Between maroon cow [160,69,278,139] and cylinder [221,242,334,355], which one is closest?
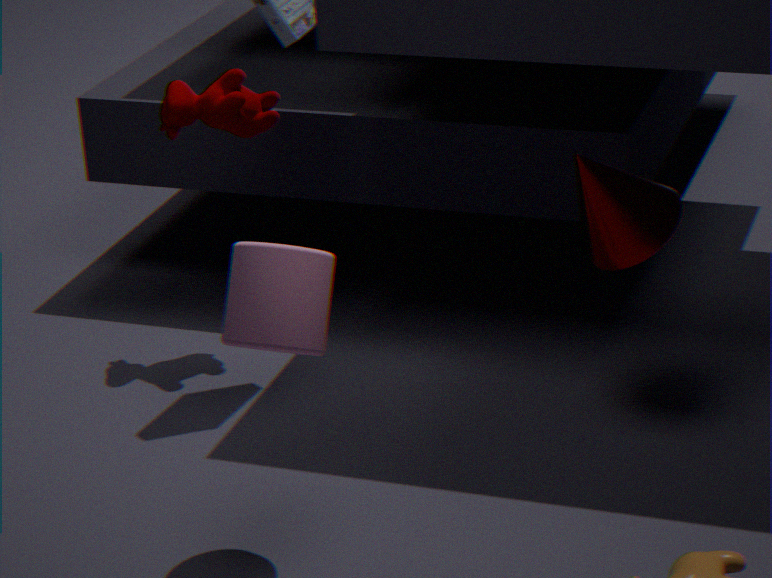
cylinder [221,242,334,355]
